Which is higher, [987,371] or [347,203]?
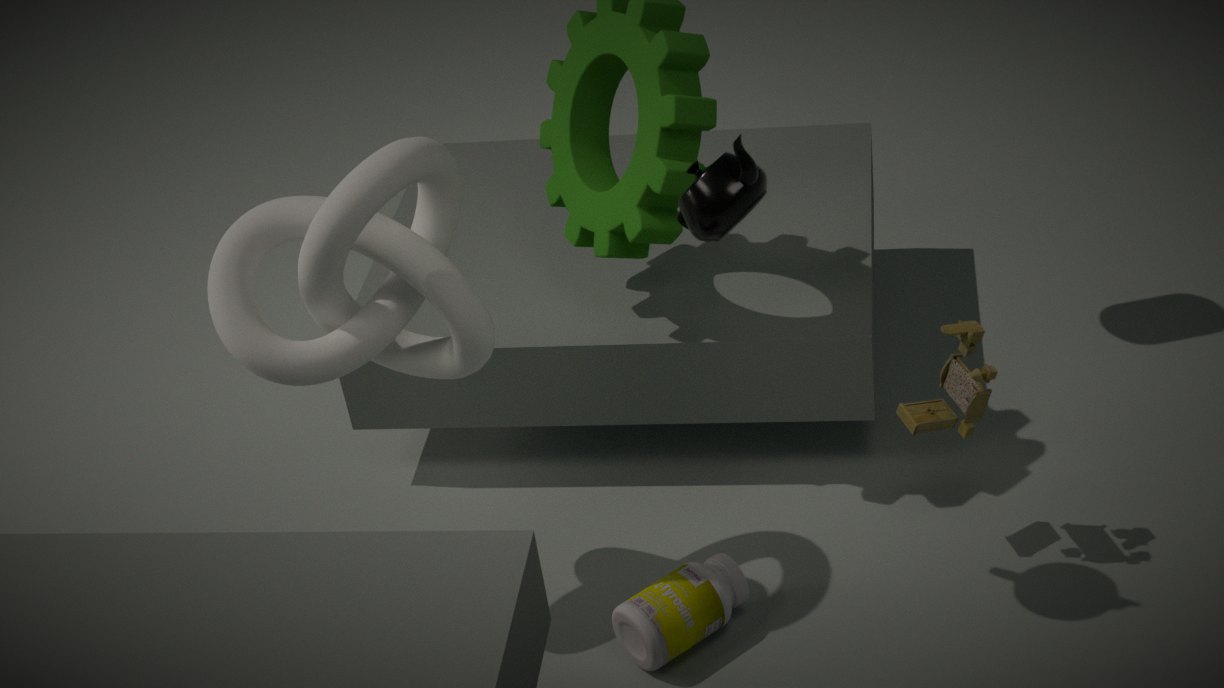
[347,203]
